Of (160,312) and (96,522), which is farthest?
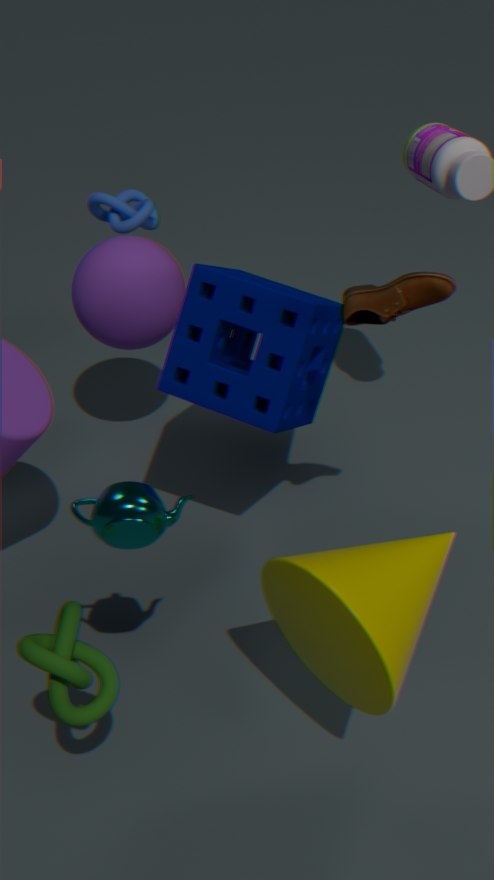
(160,312)
